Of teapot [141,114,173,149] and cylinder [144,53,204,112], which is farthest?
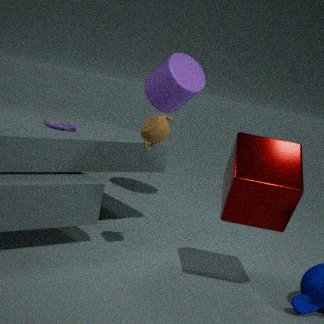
cylinder [144,53,204,112]
